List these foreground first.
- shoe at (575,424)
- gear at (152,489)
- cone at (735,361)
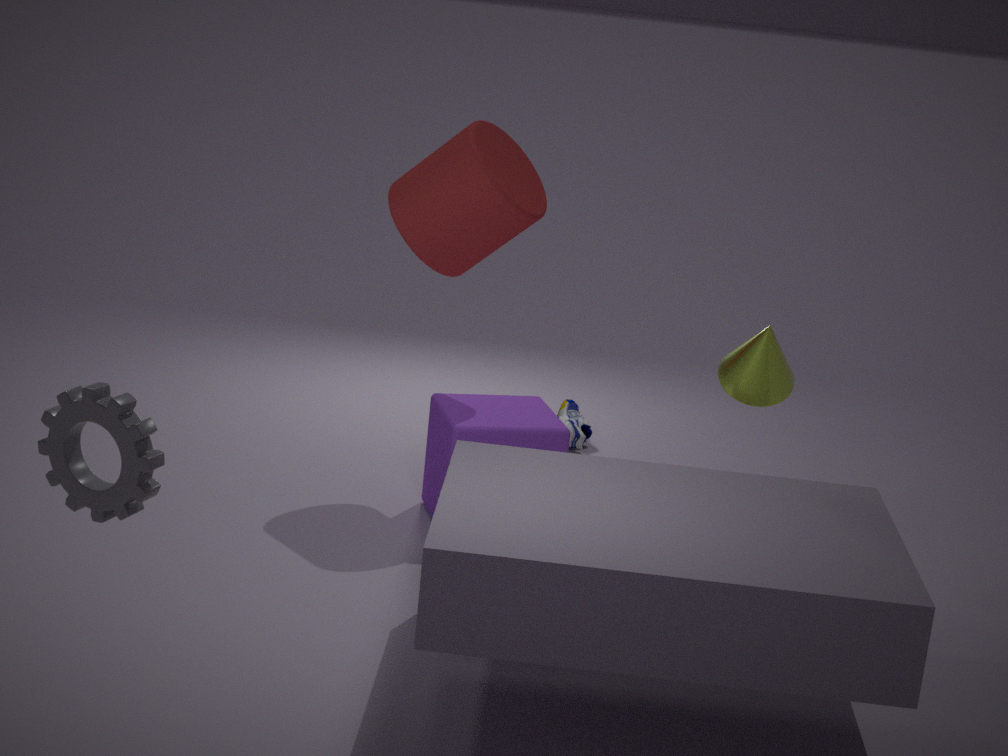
gear at (152,489), cone at (735,361), shoe at (575,424)
